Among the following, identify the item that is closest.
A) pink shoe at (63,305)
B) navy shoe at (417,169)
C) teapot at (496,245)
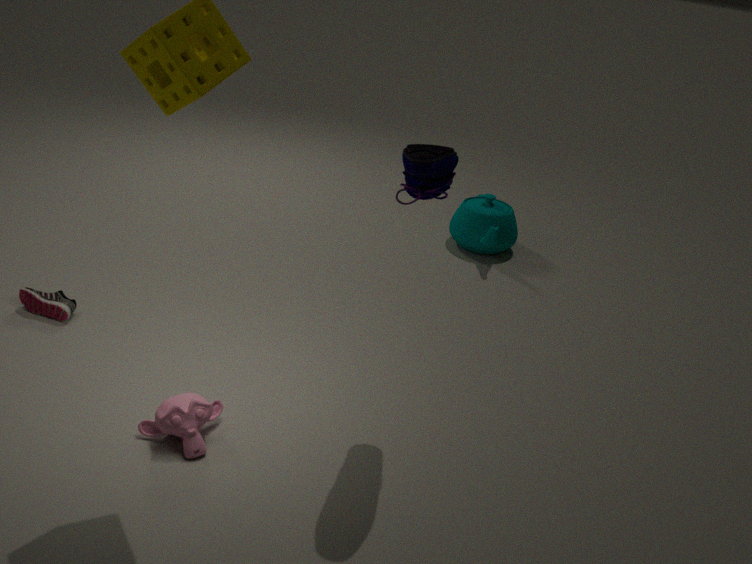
navy shoe at (417,169)
